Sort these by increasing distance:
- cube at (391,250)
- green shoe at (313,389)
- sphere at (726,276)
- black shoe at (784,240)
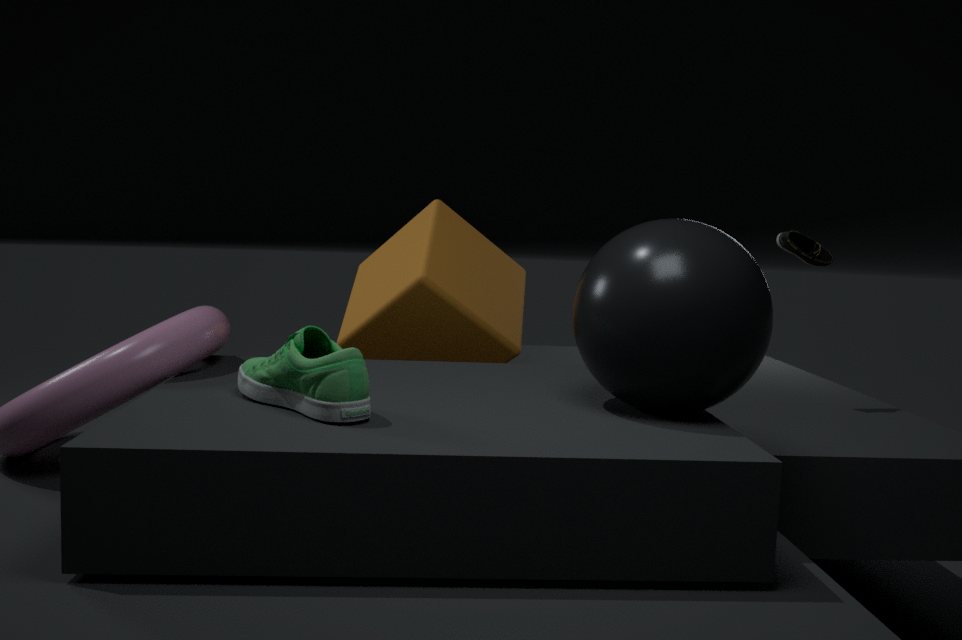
1. green shoe at (313,389)
2. sphere at (726,276)
3. cube at (391,250)
4. black shoe at (784,240)
